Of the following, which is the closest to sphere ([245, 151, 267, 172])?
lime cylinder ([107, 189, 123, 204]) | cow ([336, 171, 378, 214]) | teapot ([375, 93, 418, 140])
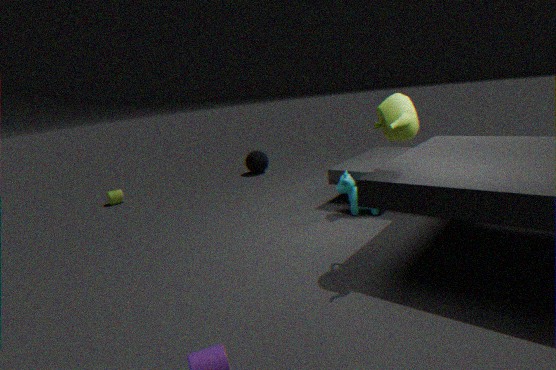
lime cylinder ([107, 189, 123, 204])
